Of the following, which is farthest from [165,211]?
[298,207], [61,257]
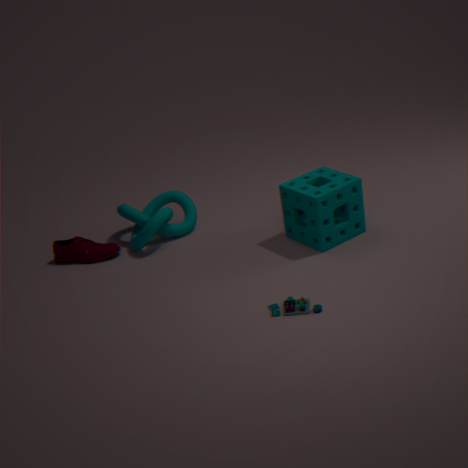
[298,207]
